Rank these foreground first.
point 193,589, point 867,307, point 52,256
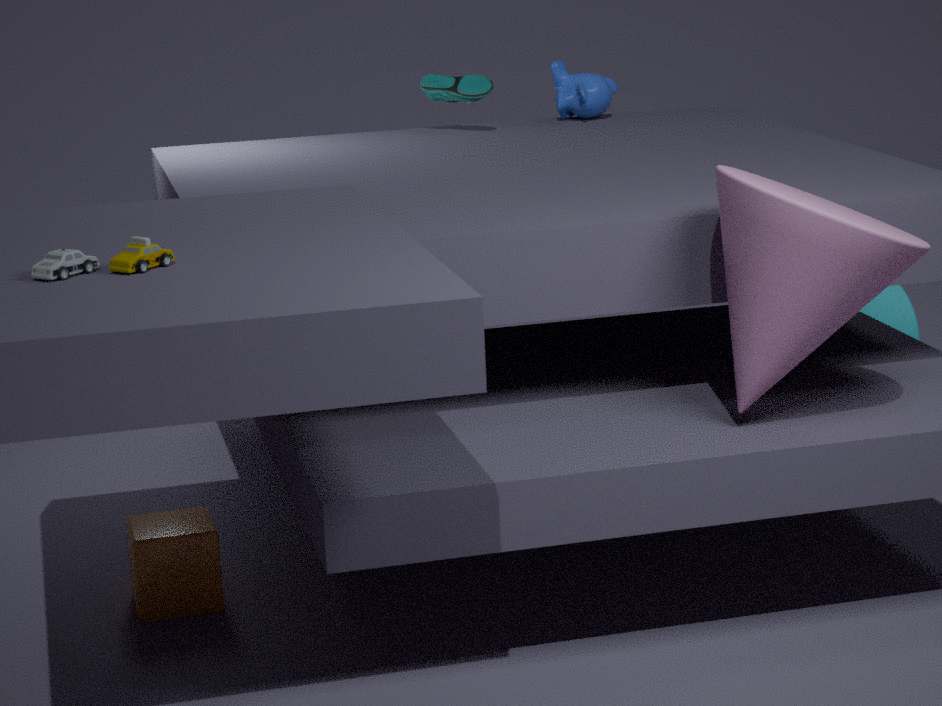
point 52,256 < point 193,589 < point 867,307
